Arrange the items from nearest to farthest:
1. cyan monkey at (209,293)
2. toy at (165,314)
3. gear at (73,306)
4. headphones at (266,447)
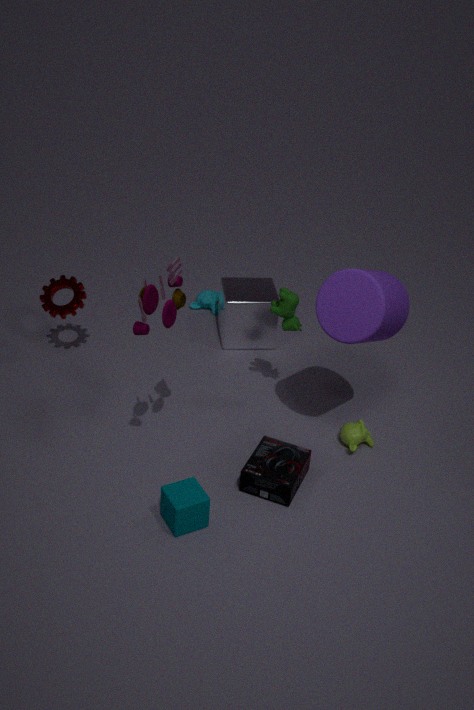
1. toy at (165,314)
2. headphones at (266,447)
3. gear at (73,306)
4. cyan monkey at (209,293)
